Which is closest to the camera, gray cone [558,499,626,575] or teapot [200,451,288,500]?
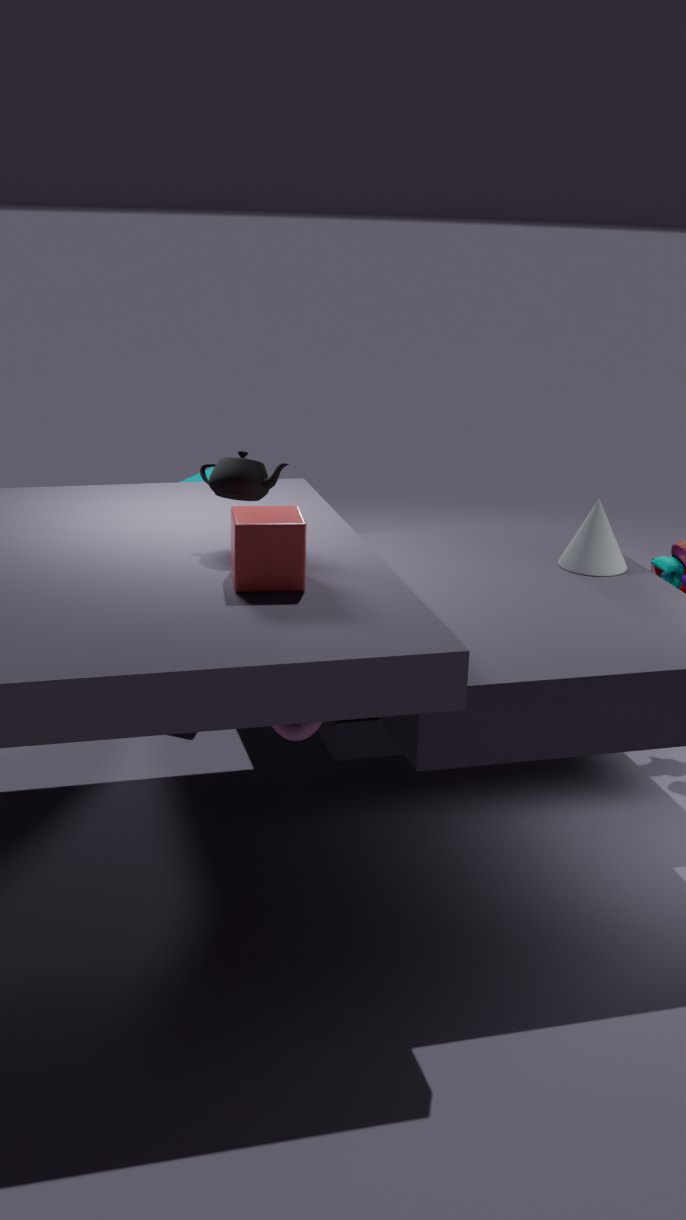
teapot [200,451,288,500]
